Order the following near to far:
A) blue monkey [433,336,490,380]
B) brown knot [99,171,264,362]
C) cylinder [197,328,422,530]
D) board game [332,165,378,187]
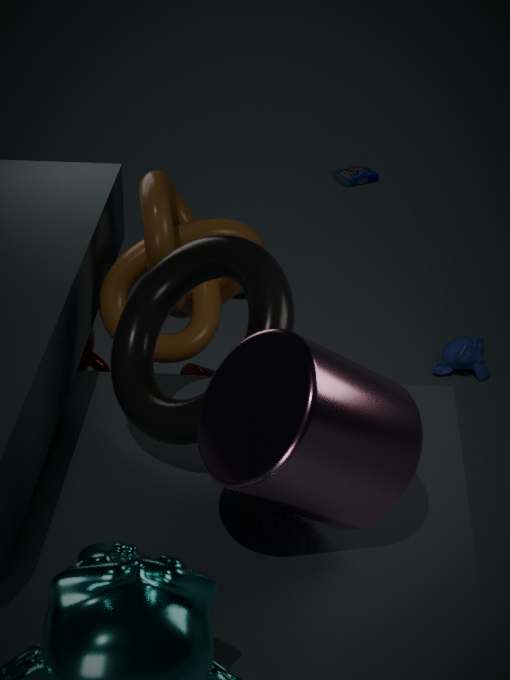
1. cylinder [197,328,422,530]
2. brown knot [99,171,264,362]
3. blue monkey [433,336,490,380]
4. board game [332,165,378,187]
